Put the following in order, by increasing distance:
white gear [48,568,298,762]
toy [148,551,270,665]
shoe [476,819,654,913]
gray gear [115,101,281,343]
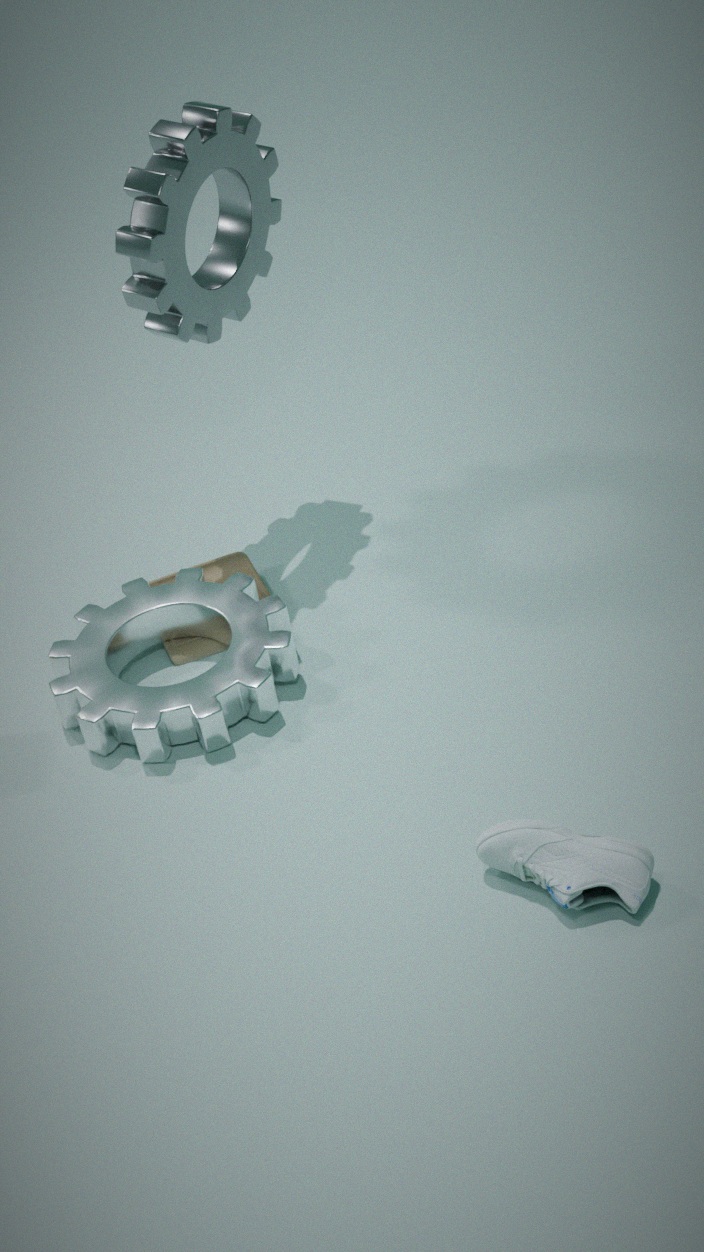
1. shoe [476,819,654,913]
2. white gear [48,568,298,762]
3. gray gear [115,101,281,343]
4. toy [148,551,270,665]
